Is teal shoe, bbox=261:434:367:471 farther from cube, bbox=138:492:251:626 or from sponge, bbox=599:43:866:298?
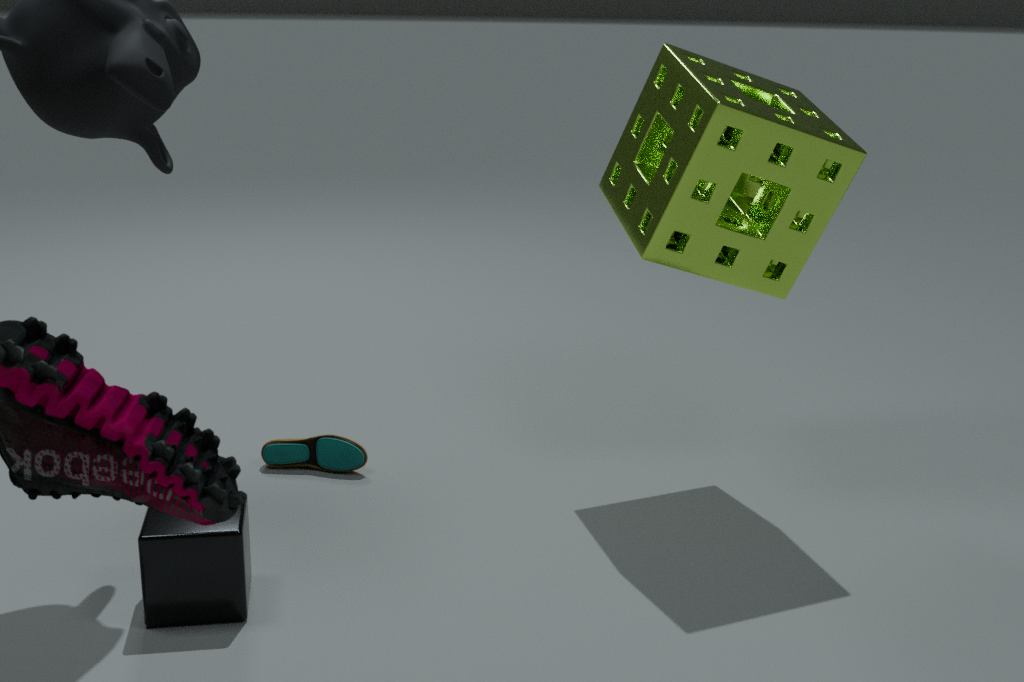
sponge, bbox=599:43:866:298
